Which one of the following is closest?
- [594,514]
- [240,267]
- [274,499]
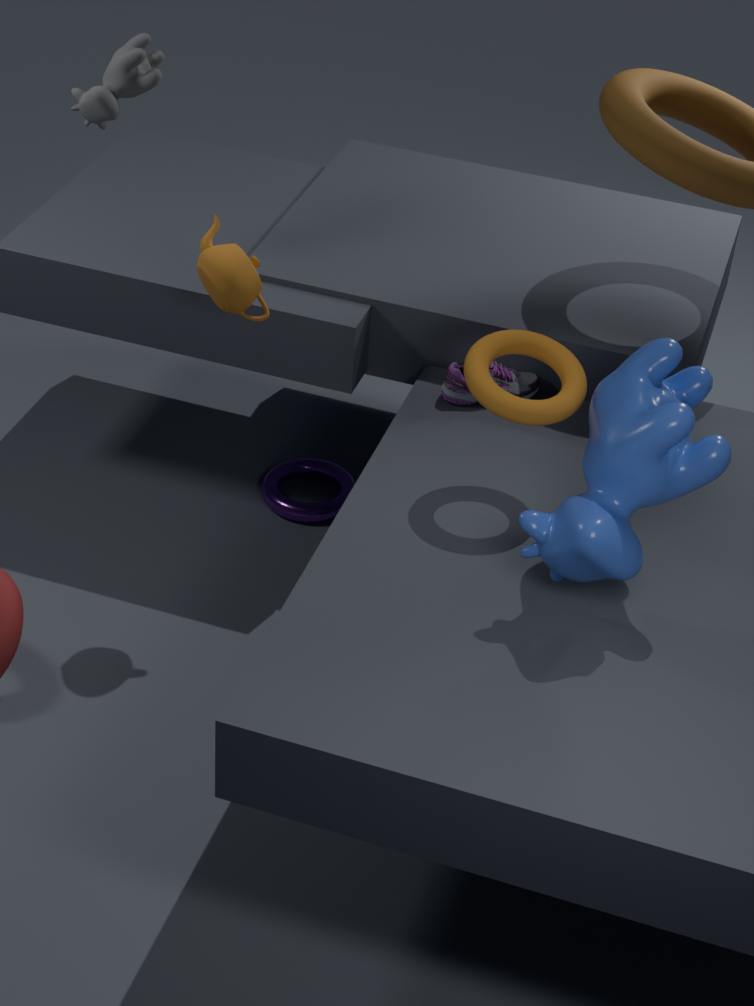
[594,514]
